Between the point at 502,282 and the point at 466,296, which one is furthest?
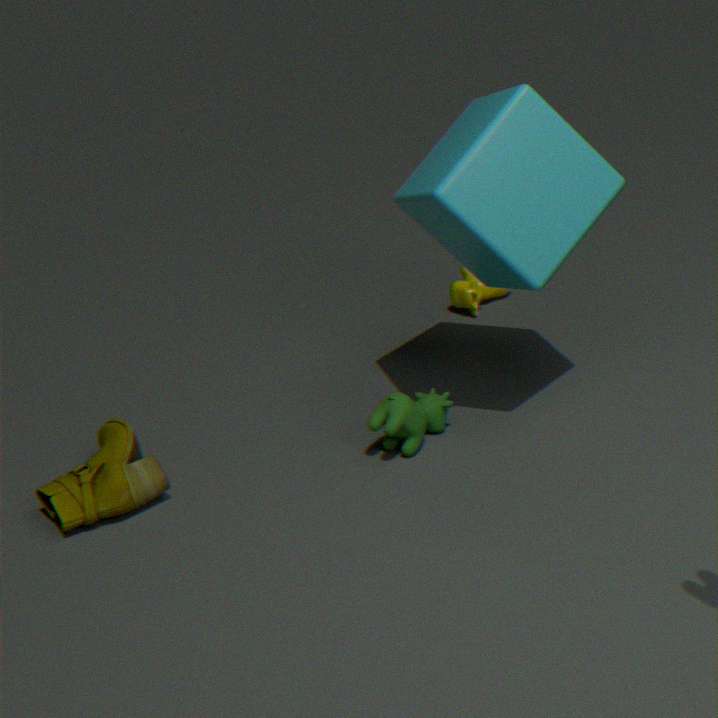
the point at 466,296
